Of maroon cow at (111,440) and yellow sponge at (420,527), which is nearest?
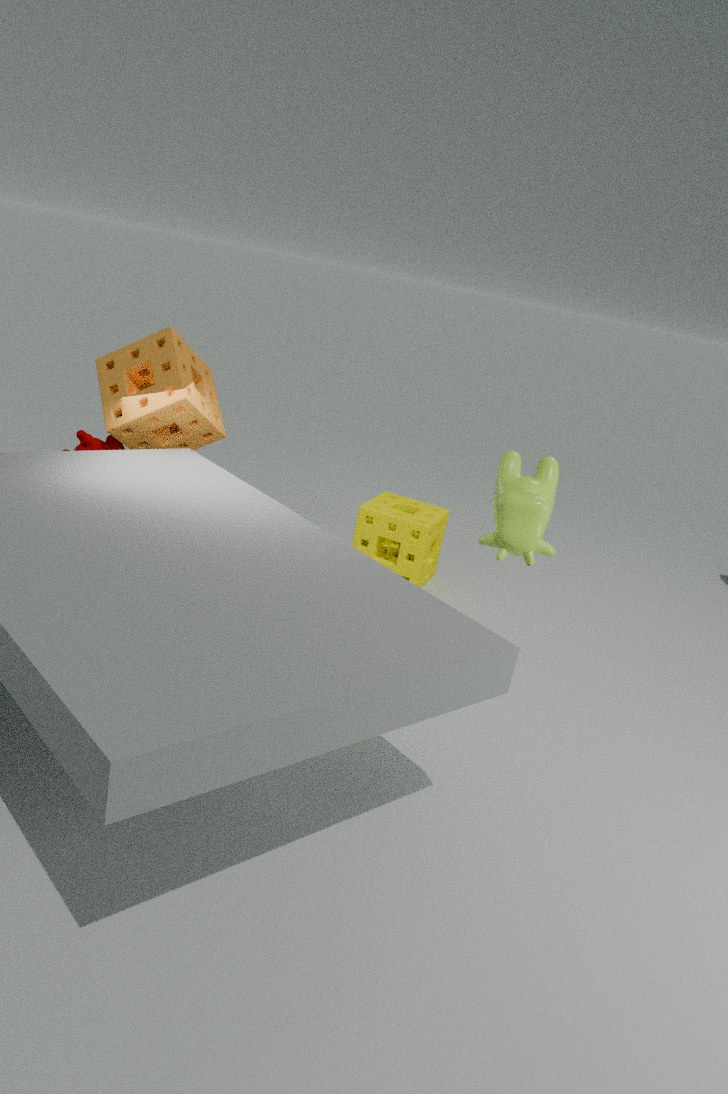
maroon cow at (111,440)
